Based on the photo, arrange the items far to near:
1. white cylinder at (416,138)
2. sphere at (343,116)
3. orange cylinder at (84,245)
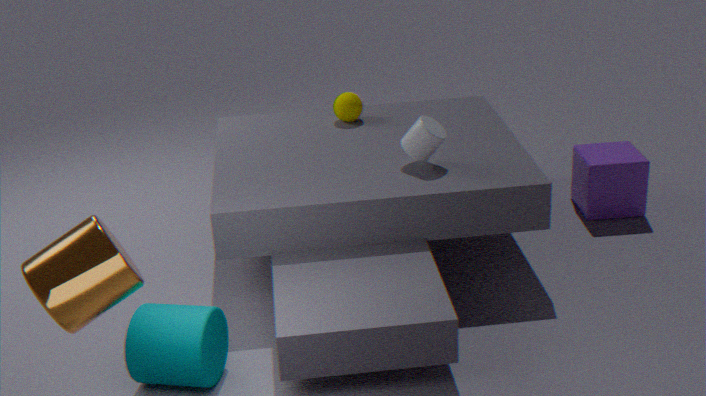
1. sphere at (343,116)
2. white cylinder at (416,138)
3. orange cylinder at (84,245)
